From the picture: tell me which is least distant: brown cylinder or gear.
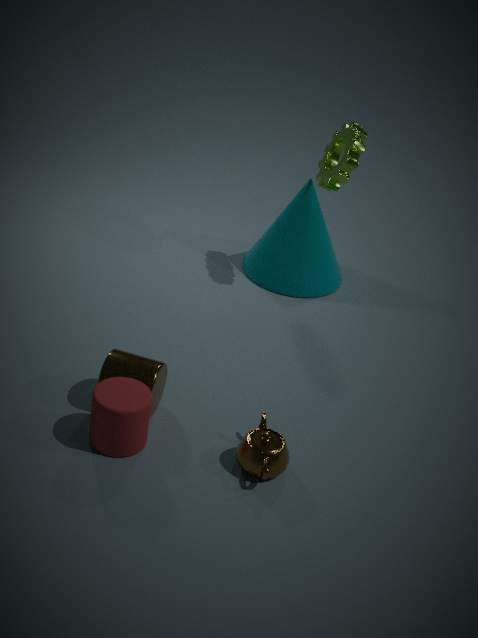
brown cylinder
